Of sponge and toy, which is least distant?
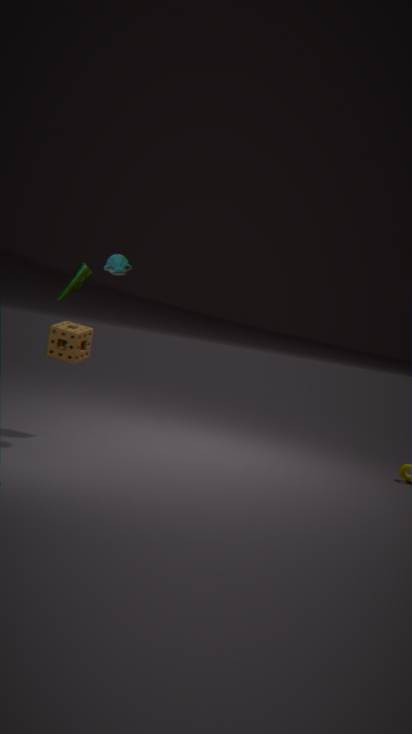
toy
